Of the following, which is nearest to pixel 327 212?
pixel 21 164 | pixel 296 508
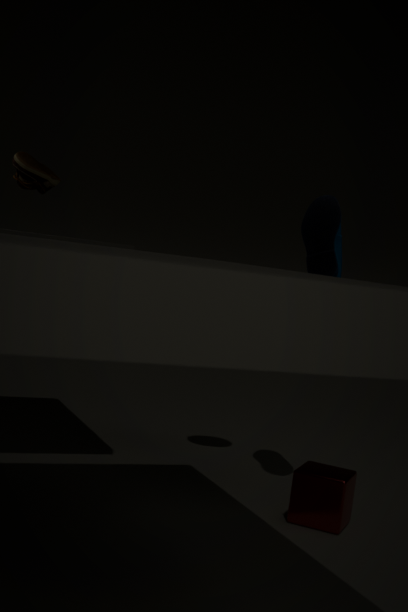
pixel 296 508
